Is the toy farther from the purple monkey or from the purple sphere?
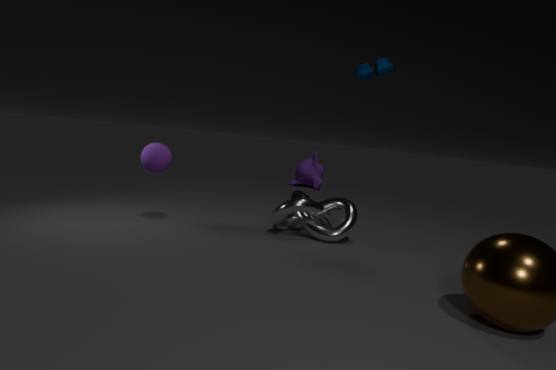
the purple monkey
